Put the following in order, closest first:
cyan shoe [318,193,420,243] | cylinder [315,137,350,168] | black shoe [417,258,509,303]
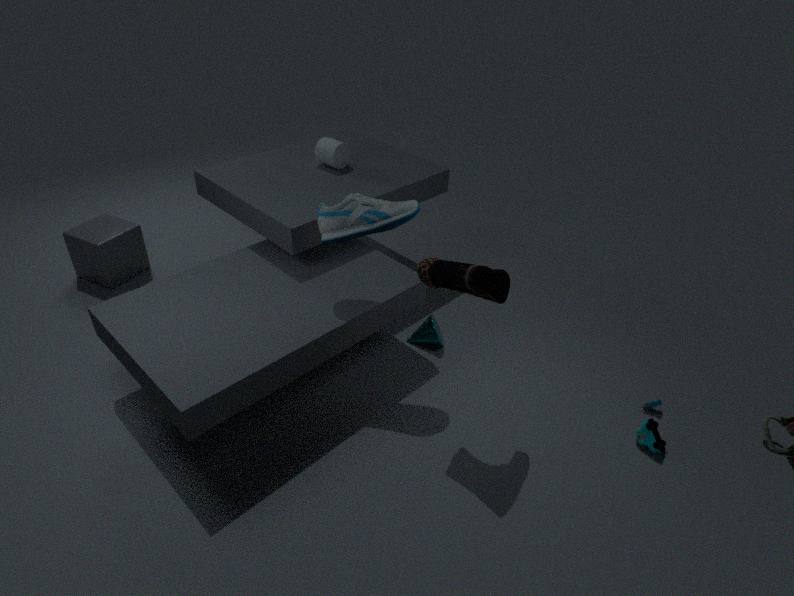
1. black shoe [417,258,509,303]
2. cyan shoe [318,193,420,243]
3. cylinder [315,137,350,168]
